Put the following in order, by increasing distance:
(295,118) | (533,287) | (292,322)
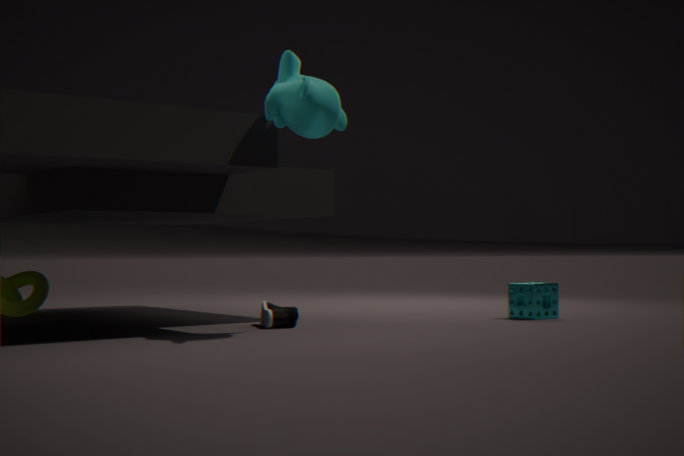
1. (295,118)
2. (292,322)
3. (533,287)
